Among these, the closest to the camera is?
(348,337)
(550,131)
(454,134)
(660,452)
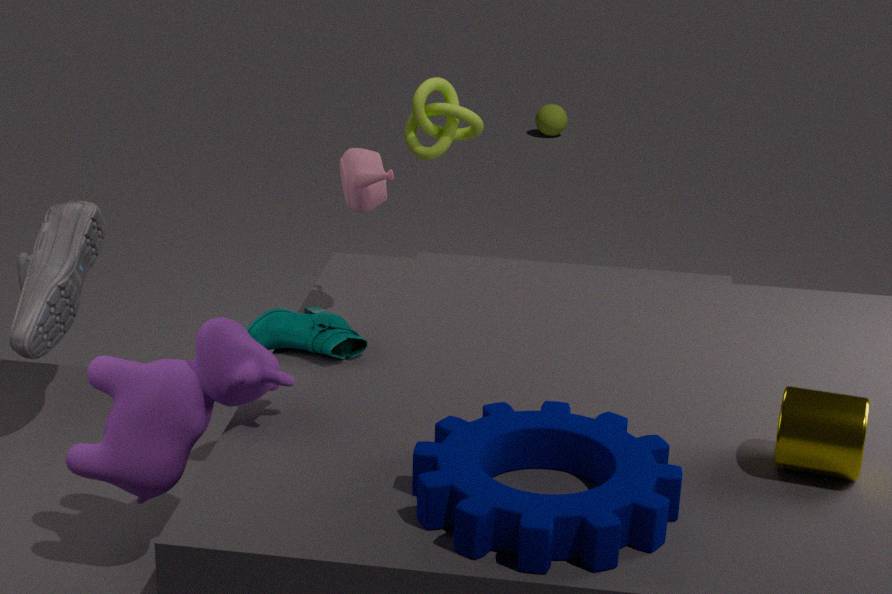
(660,452)
